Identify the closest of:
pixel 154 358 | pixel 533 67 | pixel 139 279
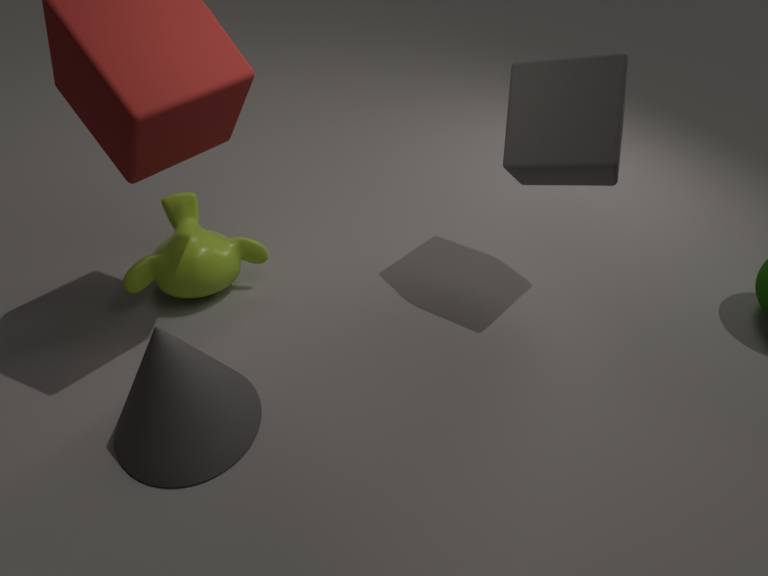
pixel 154 358
